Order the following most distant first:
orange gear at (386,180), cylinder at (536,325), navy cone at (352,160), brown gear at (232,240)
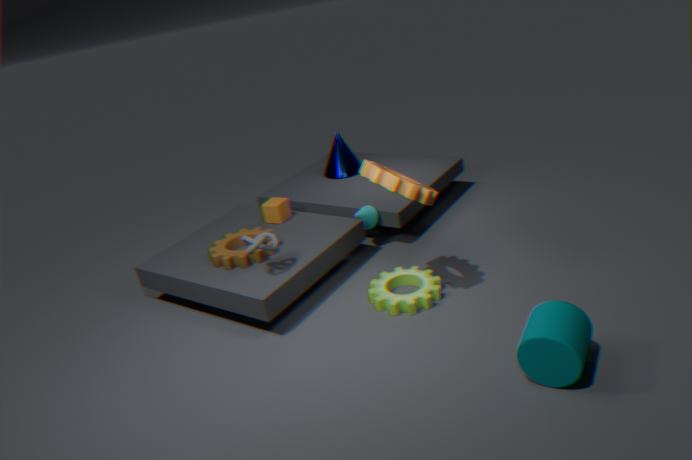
navy cone at (352,160), brown gear at (232,240), orange gear at (386,180), cylinder at (536,325)
